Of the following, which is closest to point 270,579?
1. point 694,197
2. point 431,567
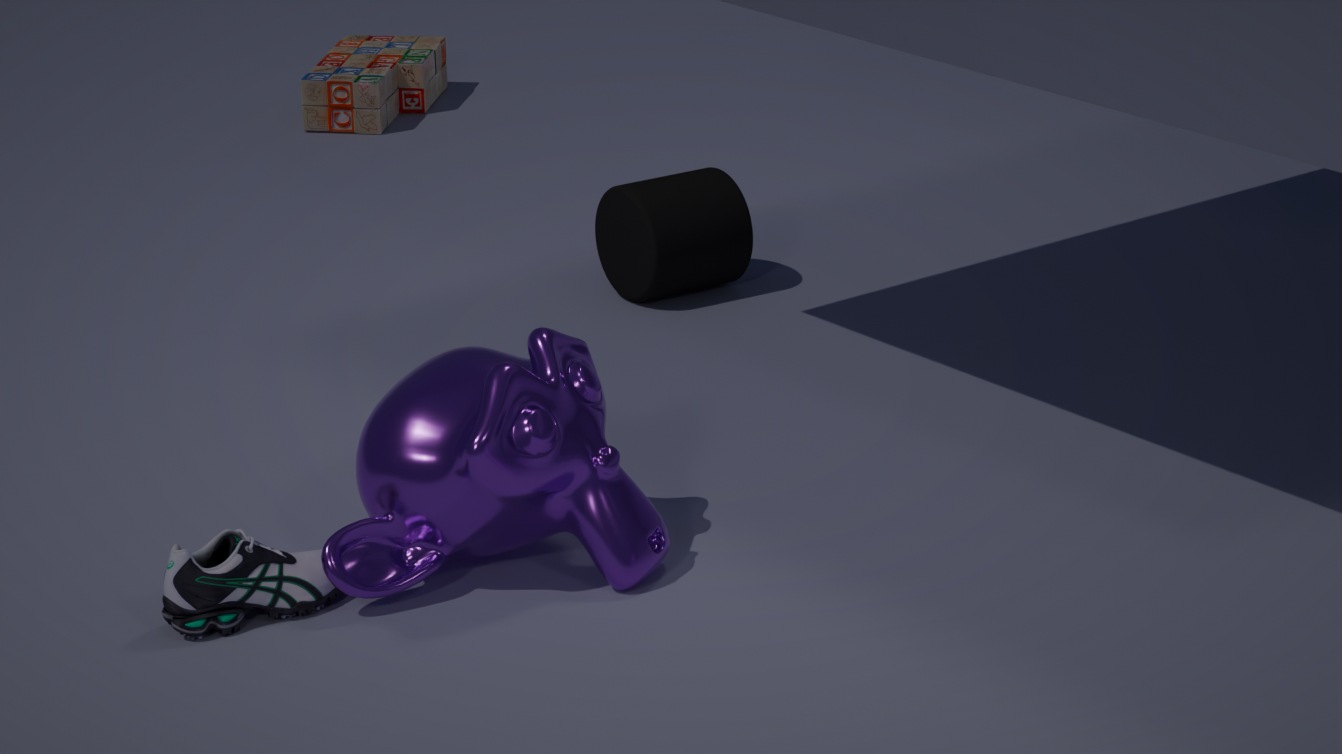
point 431,567
